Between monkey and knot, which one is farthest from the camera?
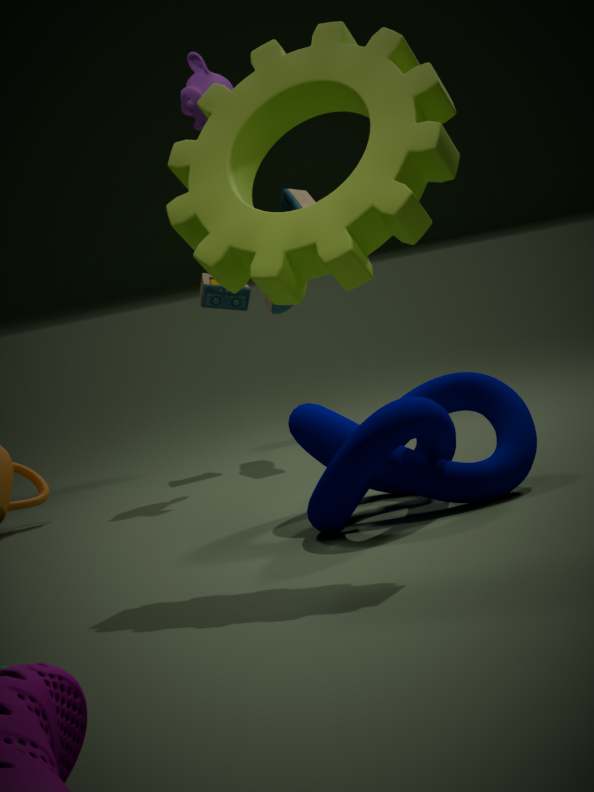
monkey
